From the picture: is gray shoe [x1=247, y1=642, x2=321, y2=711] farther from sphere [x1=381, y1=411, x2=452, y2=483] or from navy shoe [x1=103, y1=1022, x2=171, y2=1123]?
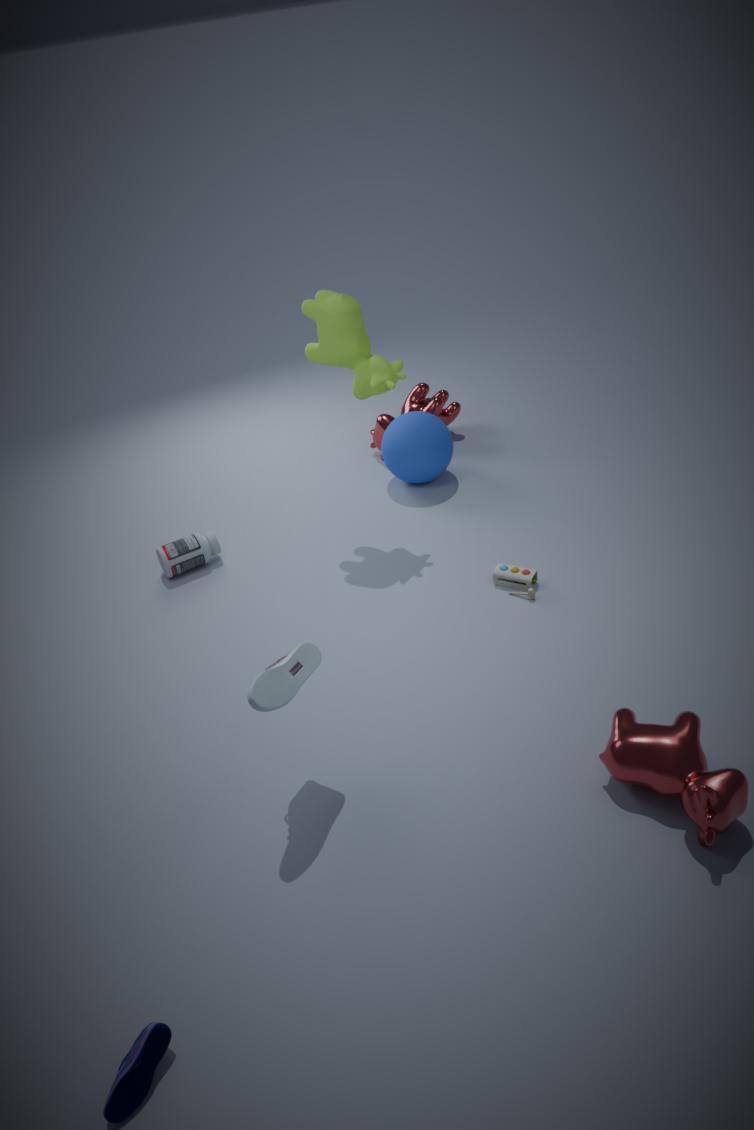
sphere [x1=381, y1=411, x2=452, y2=483]
